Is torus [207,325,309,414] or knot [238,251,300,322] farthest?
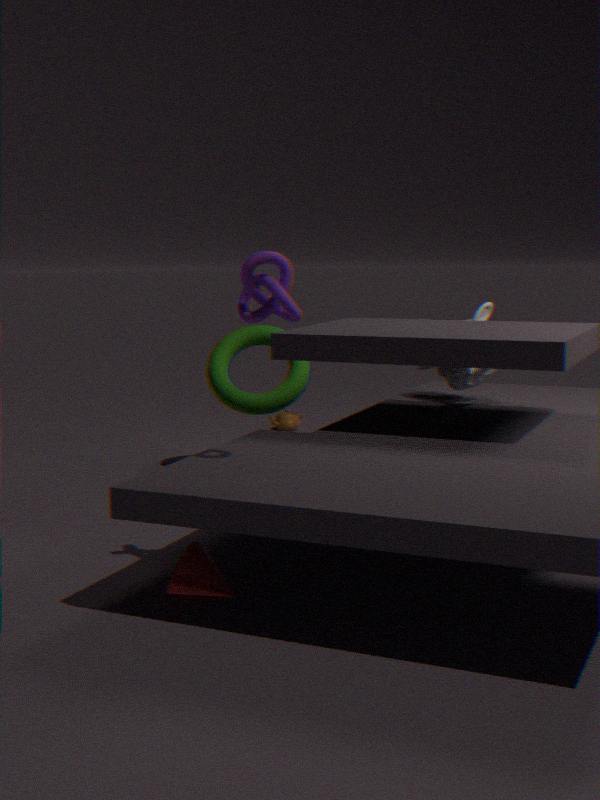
torus [207,325,309,414]
